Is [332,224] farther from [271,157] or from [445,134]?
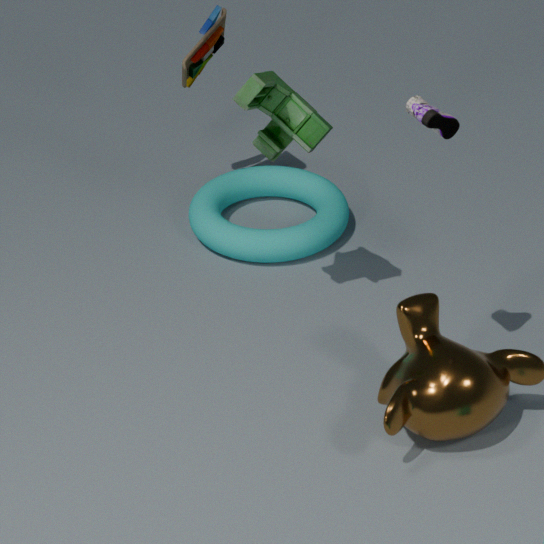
[445,134]
